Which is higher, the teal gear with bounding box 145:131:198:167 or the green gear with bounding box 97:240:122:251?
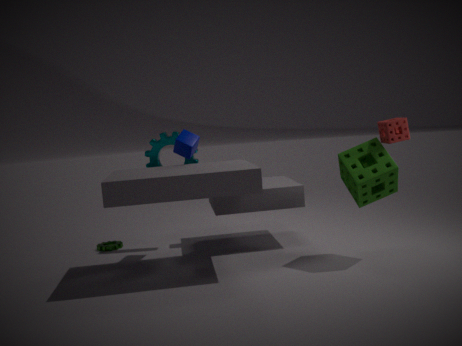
the teal gear with bounding box 145:131:198:167
